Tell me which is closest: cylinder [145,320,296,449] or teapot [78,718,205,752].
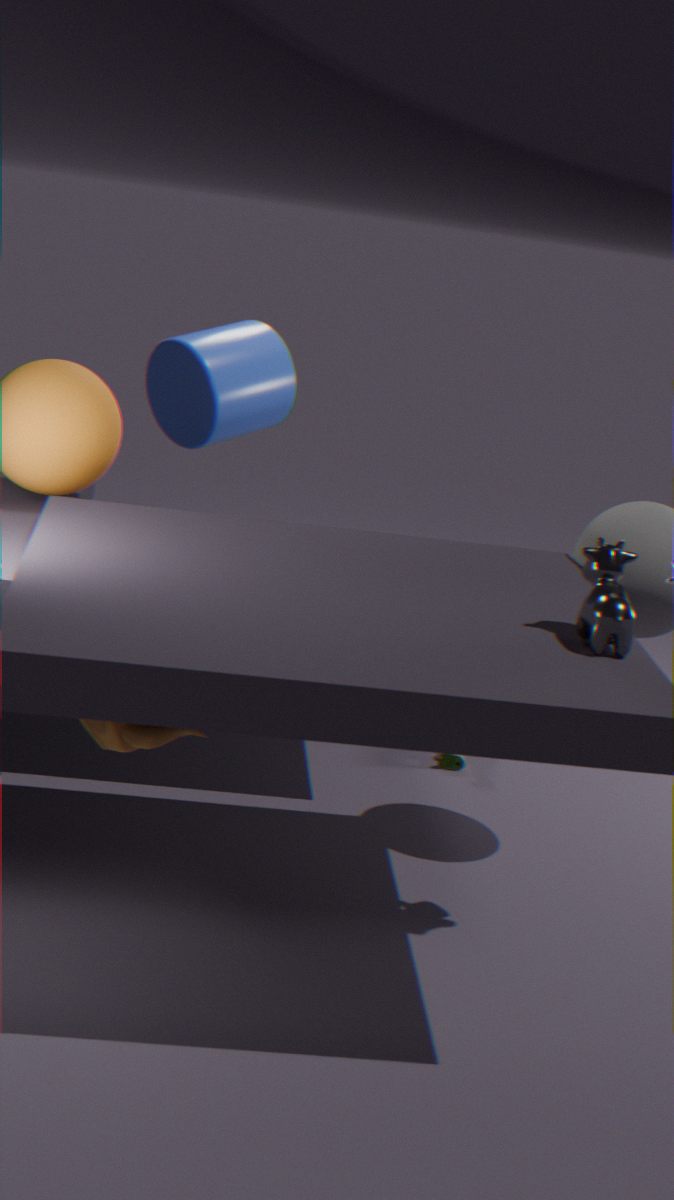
teapot [78,718,205,752]
